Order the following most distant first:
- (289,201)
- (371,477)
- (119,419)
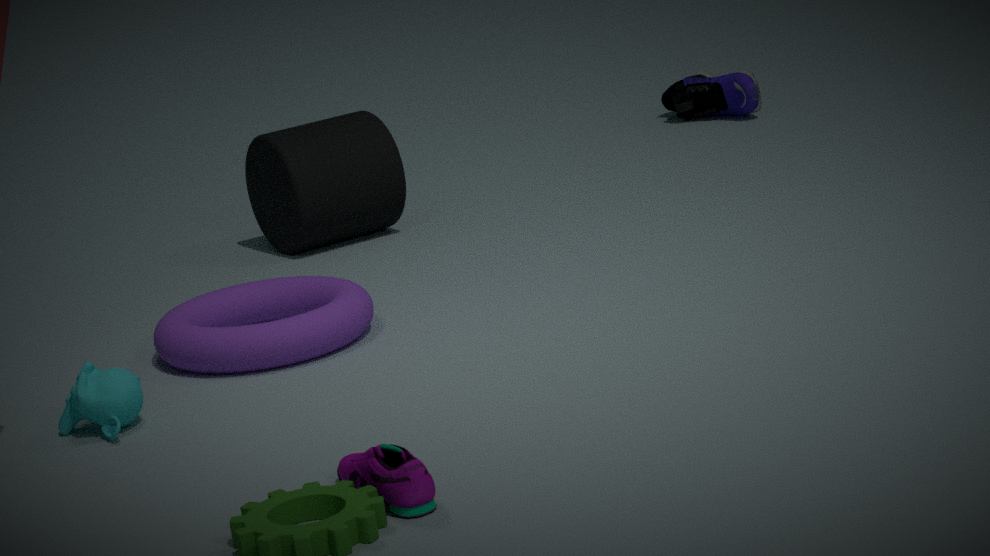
(289,201)
(119,419)
(371,477)
